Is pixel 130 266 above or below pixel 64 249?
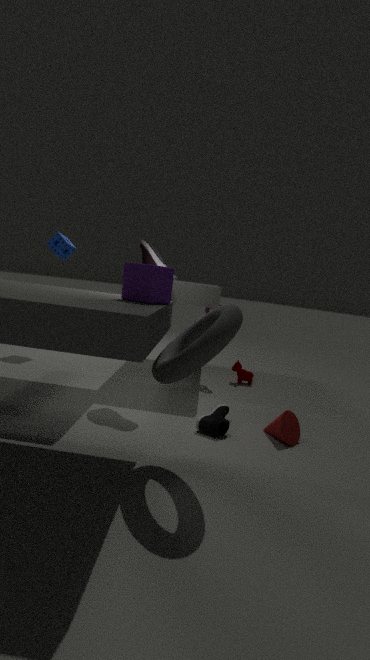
below
